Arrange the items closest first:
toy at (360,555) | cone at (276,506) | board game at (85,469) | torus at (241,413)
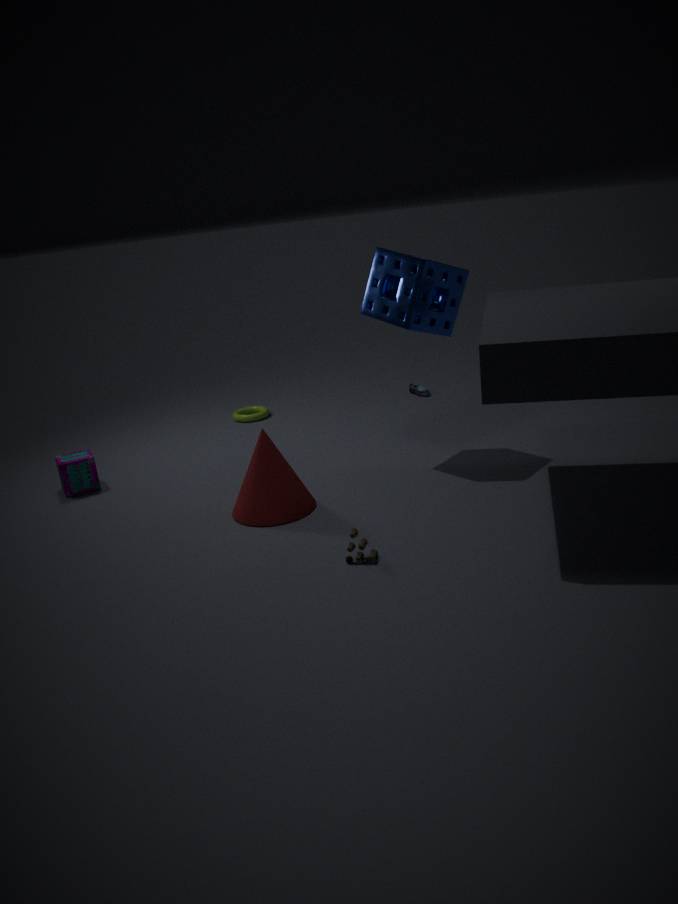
1. toy at (360,555)
2. cone at (276,506)
3. board game at (85,469)
4. torus at (241,413)
